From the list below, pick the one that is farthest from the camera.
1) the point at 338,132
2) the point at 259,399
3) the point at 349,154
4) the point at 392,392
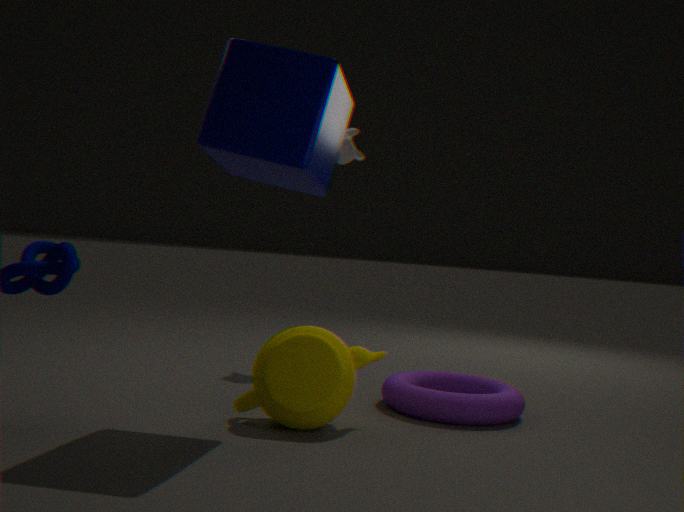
3. the point at 349,154
